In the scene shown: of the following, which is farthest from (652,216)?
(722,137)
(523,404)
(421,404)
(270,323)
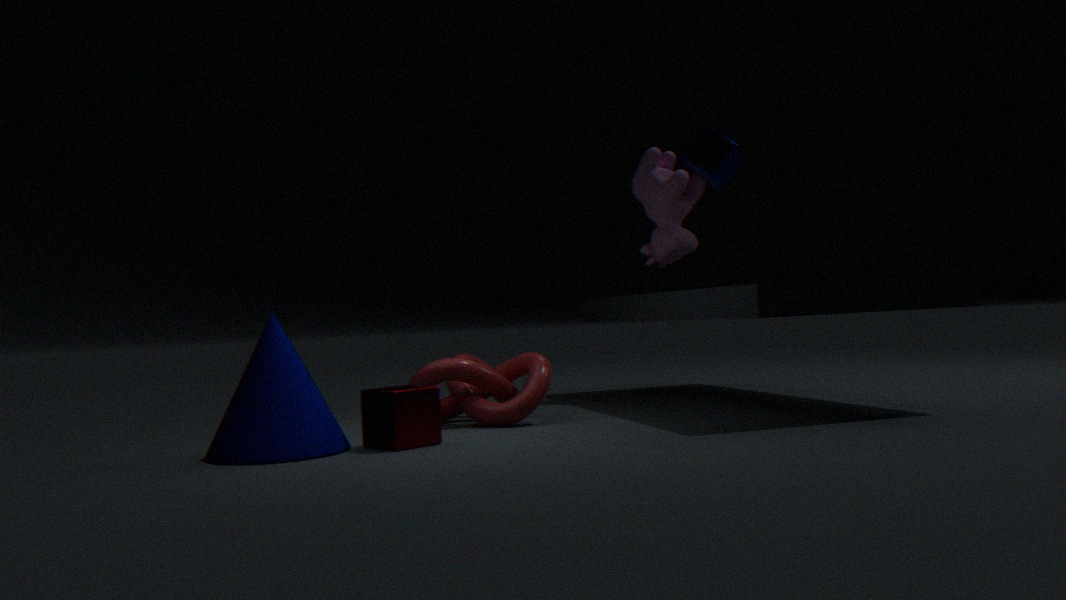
(270,323)
